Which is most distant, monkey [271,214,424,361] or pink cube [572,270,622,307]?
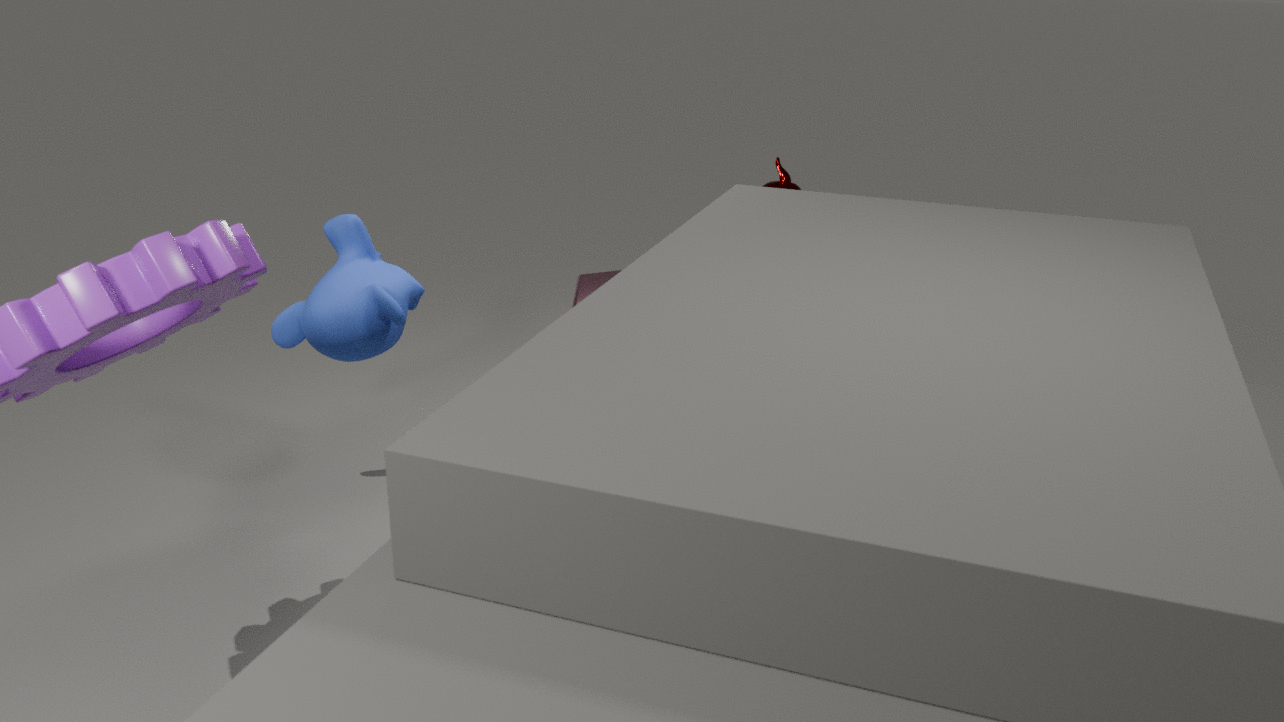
pink cube [572,270,622,307]
